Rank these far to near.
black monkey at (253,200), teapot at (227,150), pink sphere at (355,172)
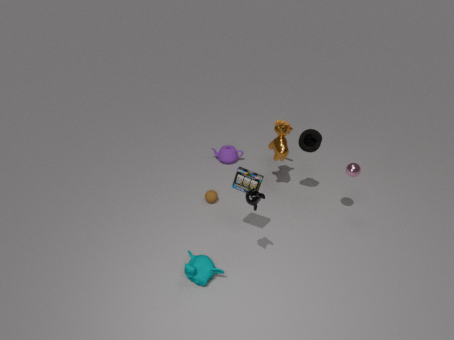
teapot at (227,150)
pink sphere at (355,172)
black monkey at (253,200)
